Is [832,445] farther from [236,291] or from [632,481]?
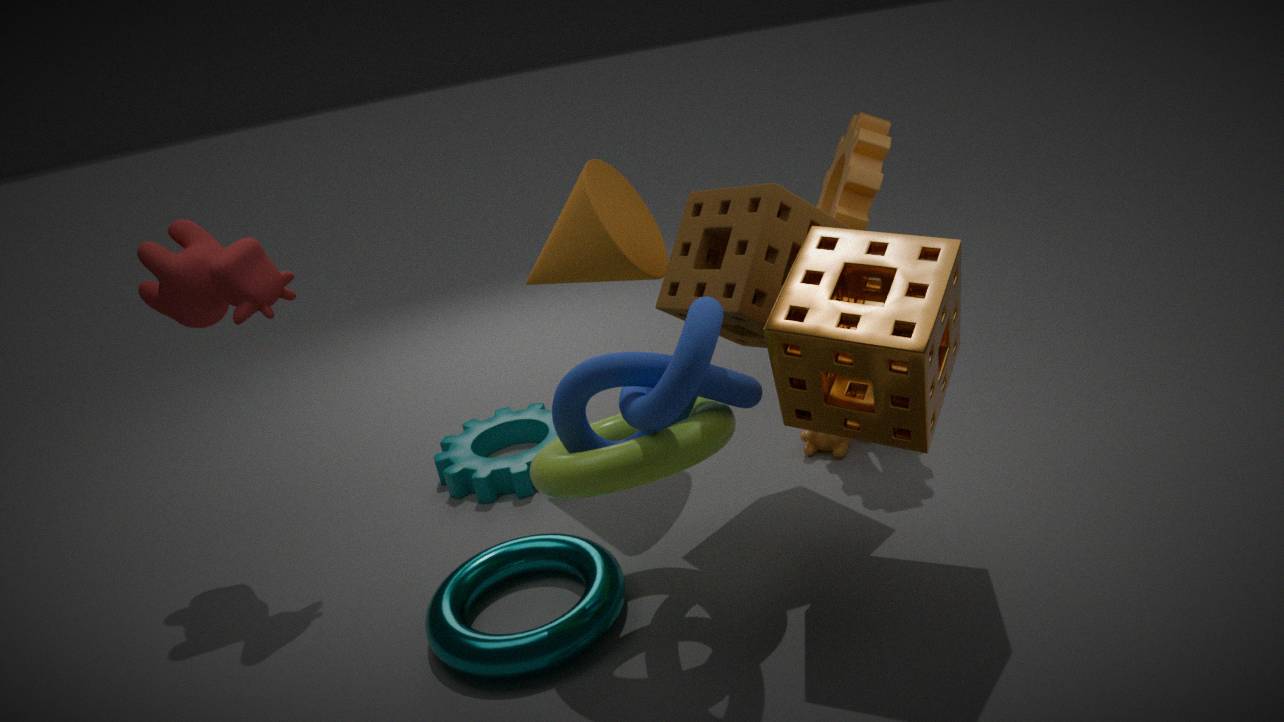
[236,291]
